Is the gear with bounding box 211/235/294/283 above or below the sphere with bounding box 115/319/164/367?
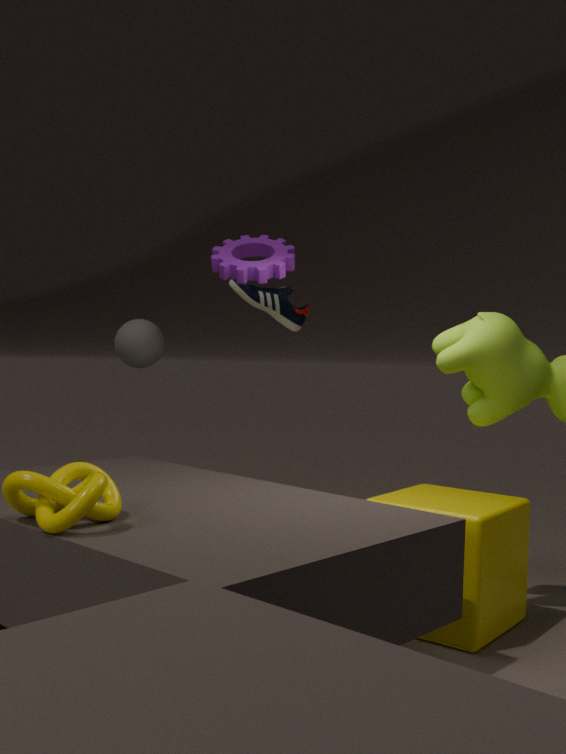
above
